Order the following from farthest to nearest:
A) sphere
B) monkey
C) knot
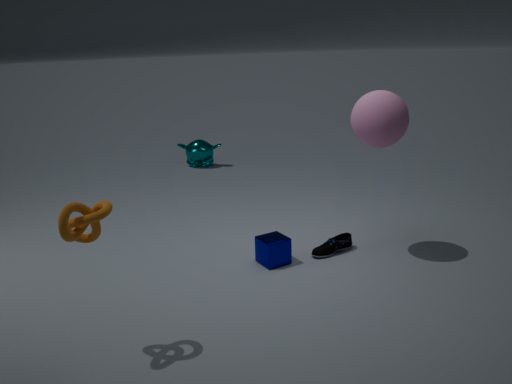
monkey
sphere
knot
